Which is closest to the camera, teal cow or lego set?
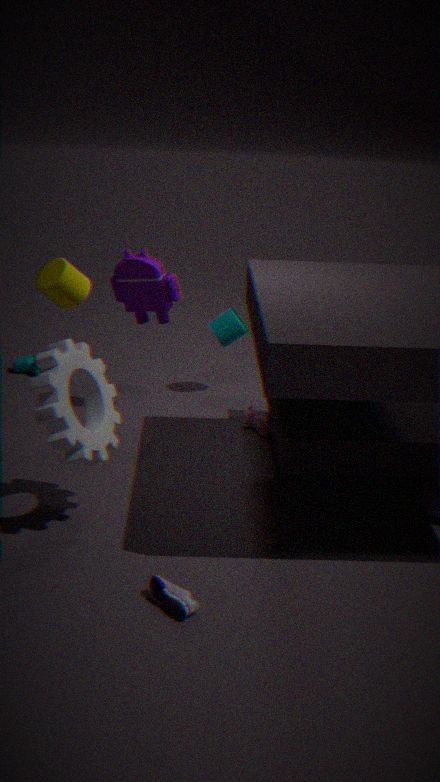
lego set
